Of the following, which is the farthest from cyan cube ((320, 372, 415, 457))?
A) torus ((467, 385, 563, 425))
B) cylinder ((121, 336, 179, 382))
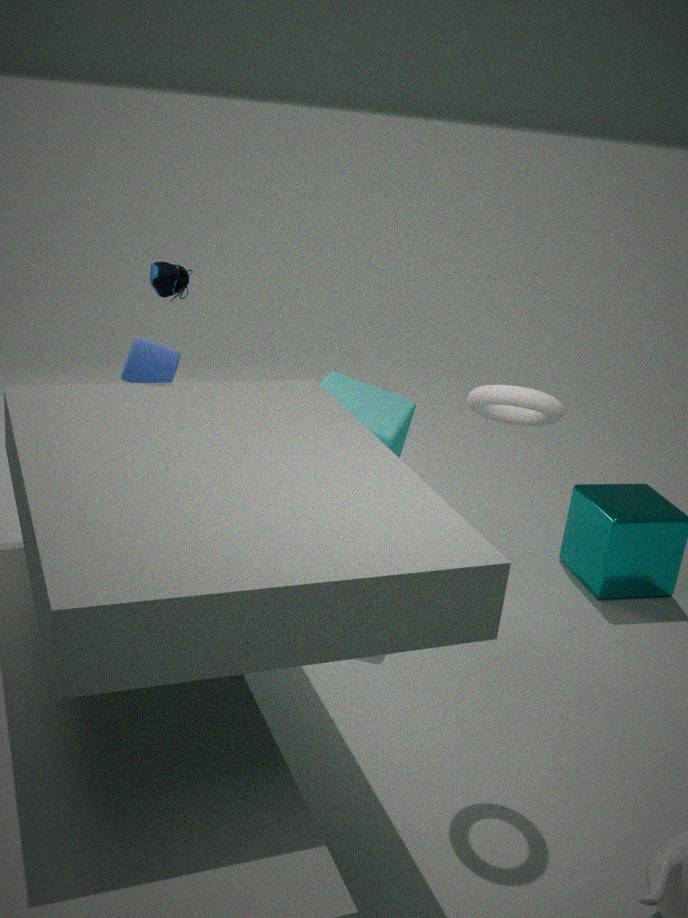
torus ((467, 385, 563, 425))
